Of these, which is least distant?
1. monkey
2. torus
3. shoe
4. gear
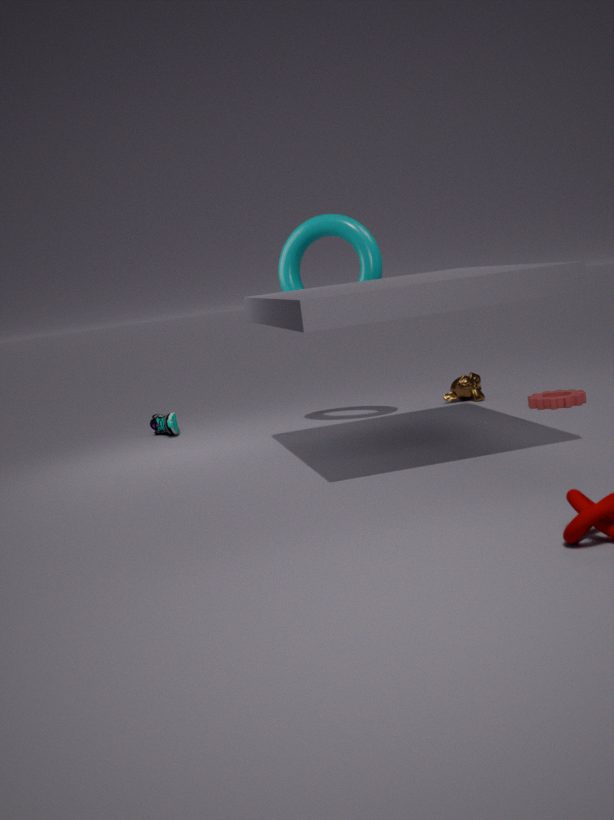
gear
